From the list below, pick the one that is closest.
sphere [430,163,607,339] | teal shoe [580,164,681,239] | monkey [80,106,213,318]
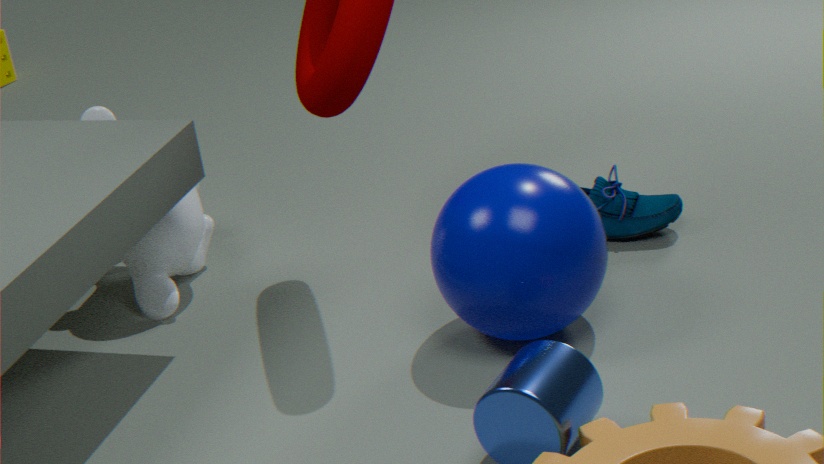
sphere [430,163,607,339]
